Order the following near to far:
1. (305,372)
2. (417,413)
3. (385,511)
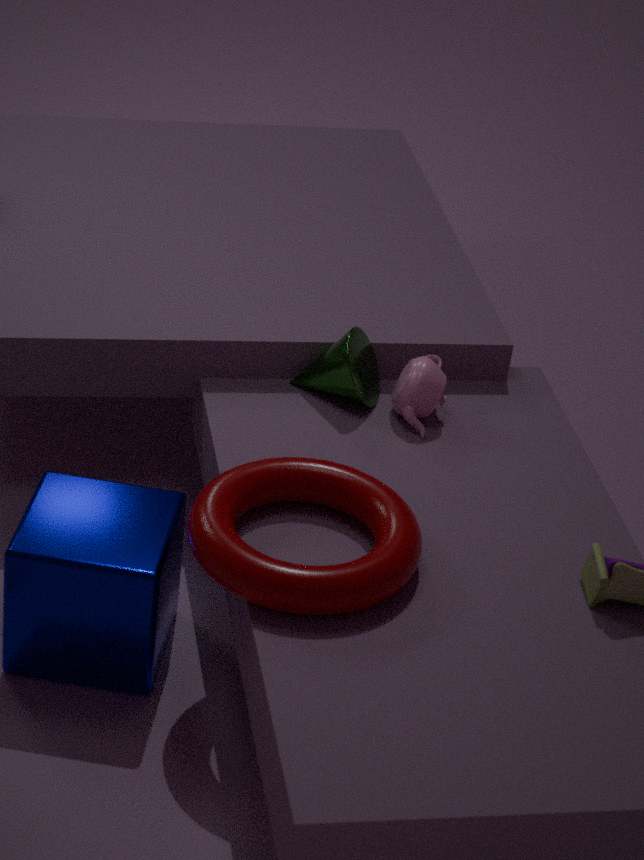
(385,511), (417,413), (305,372)
